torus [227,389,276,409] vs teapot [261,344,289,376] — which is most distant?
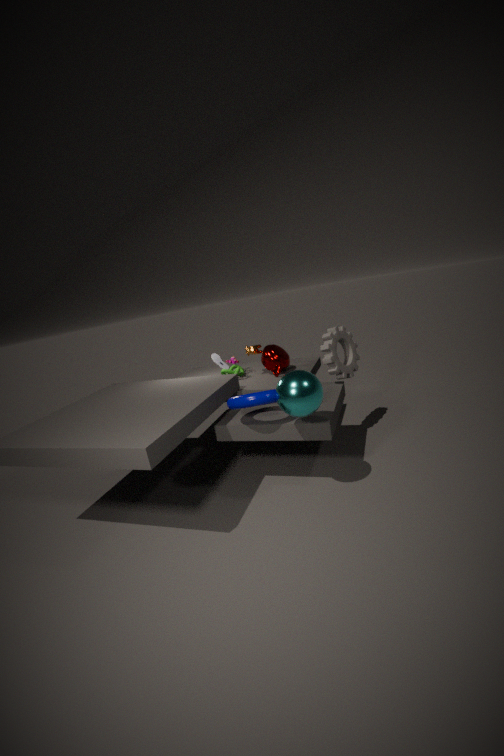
teapot [261,344,289,376]
